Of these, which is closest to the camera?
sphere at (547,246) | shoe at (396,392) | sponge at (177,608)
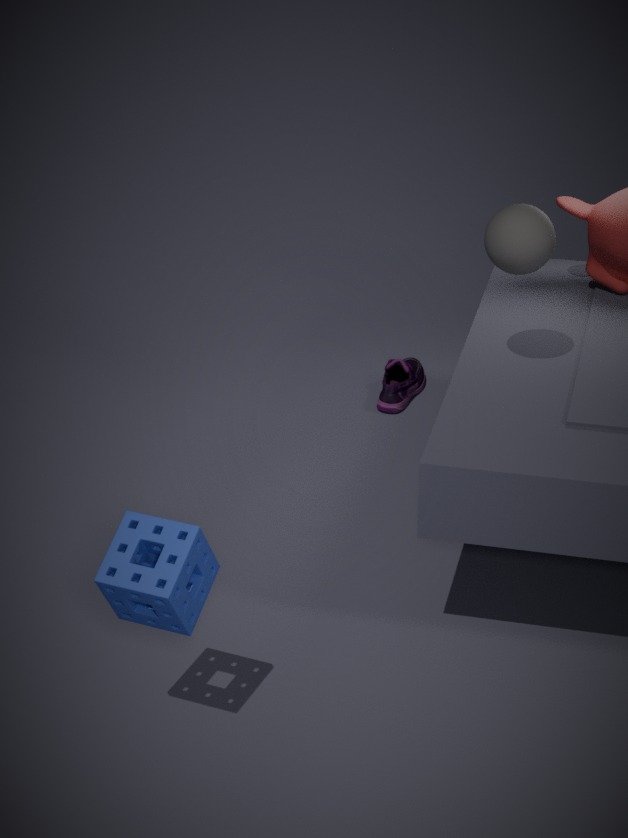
sponge at (177,608)
